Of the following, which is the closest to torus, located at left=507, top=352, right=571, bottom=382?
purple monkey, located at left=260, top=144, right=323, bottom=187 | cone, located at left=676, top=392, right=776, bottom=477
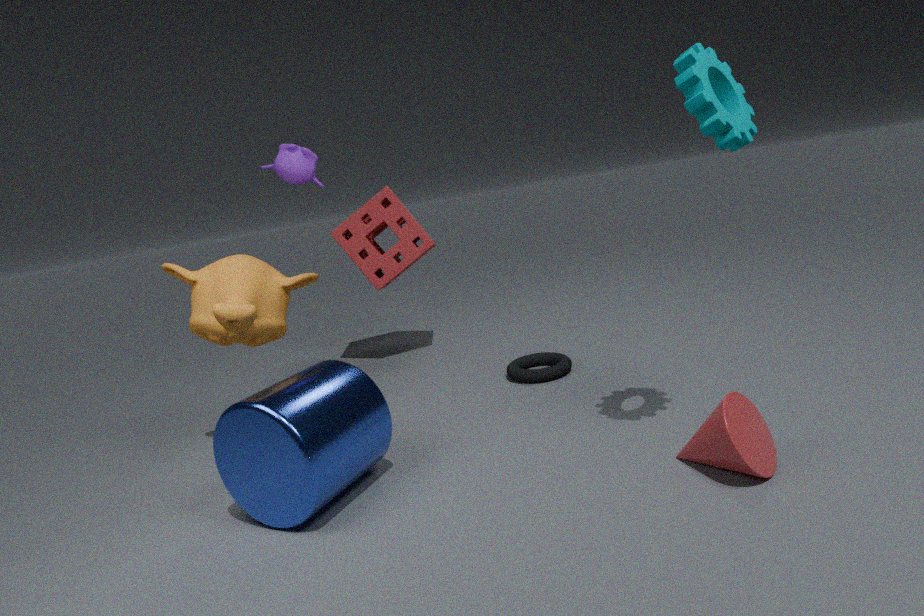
cone, located at left=676, top=392, right=776, bottom=477
